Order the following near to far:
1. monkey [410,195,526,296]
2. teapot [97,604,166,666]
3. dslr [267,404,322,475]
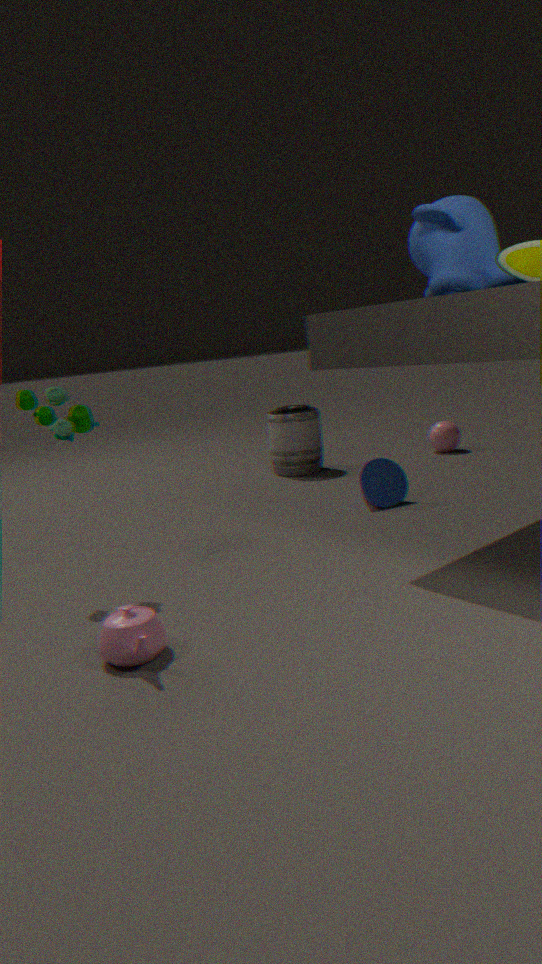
teapot [97,604,166,666], monkey [410,195,526,296], dslr [267,404,322,475]
